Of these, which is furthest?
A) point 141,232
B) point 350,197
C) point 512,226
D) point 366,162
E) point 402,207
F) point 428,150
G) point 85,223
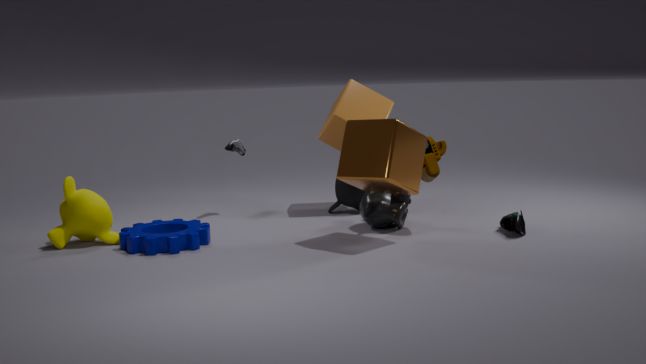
point 350,197
